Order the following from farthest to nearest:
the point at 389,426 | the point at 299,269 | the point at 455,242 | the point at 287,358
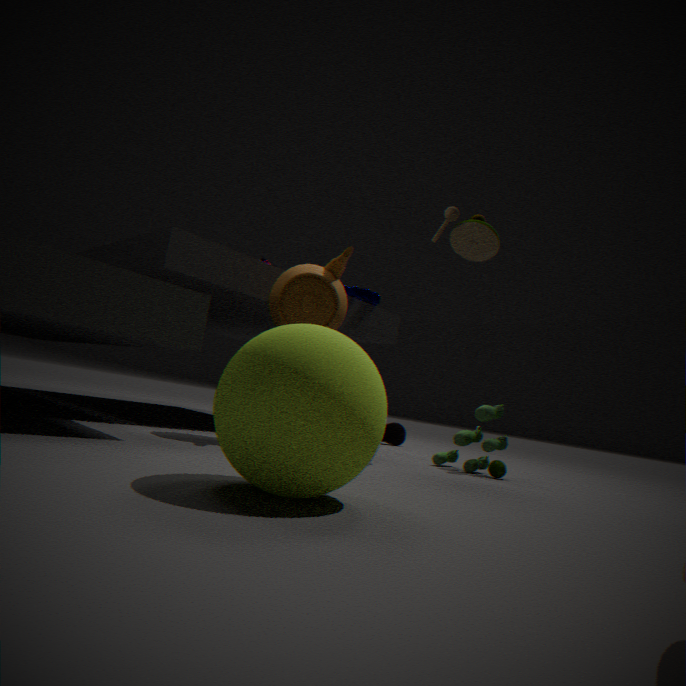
1. the point at 389,426
2. the point at 455,242
3. the point at 299,269
4. the point at 287,358
